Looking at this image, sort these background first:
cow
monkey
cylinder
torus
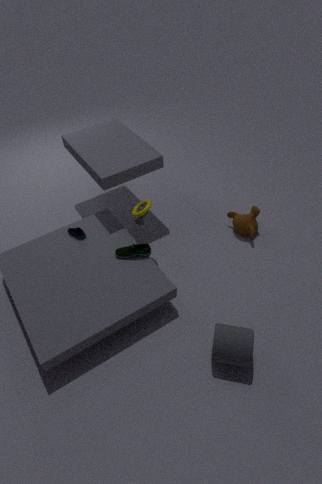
monkey → cow → torus → cylinder
